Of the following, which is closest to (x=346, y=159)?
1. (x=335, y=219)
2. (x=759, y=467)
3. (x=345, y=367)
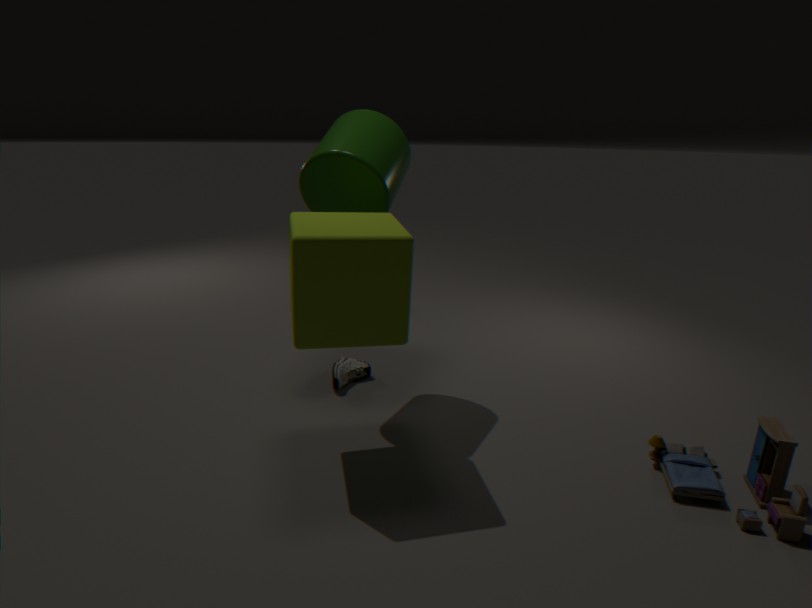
(x=335, y=219)
